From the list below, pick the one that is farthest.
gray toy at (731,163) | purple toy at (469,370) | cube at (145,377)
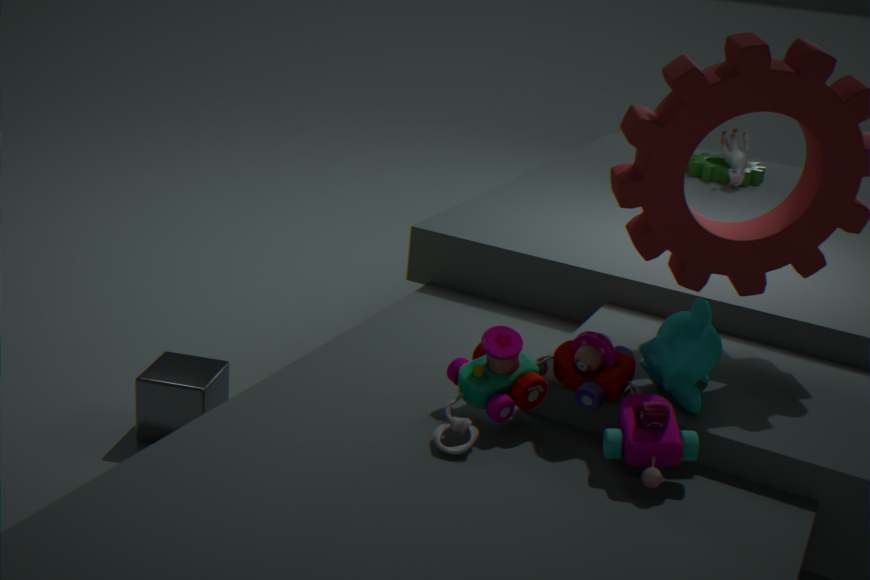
gray toy at (731,163)
